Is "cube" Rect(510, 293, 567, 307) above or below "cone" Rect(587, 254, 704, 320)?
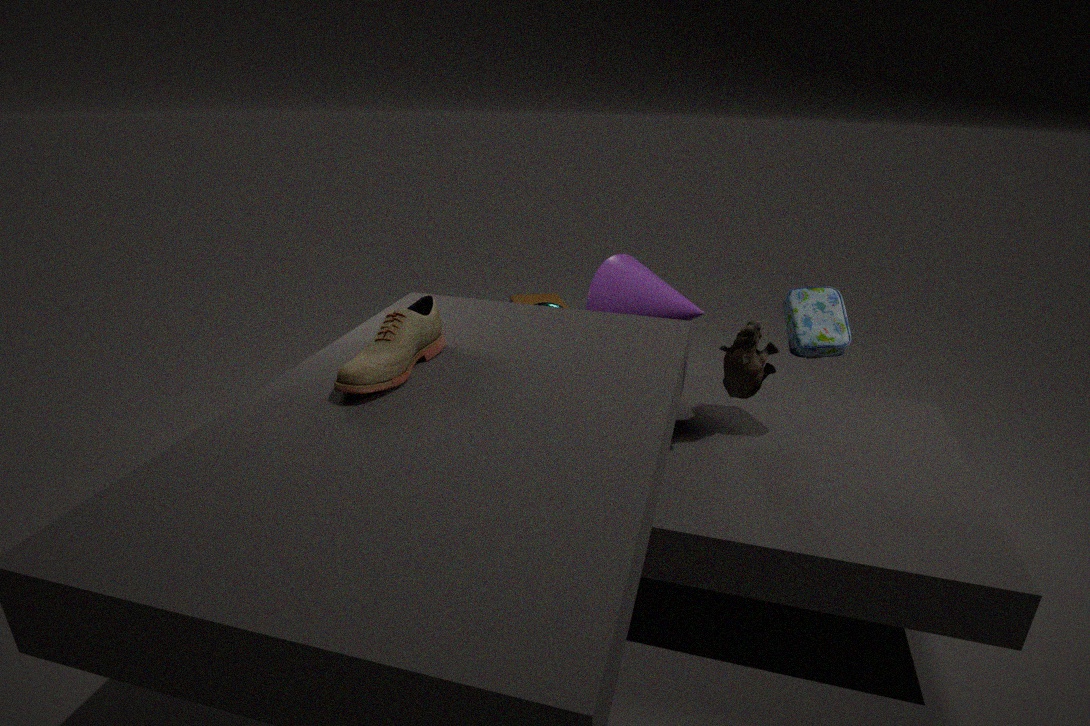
below
